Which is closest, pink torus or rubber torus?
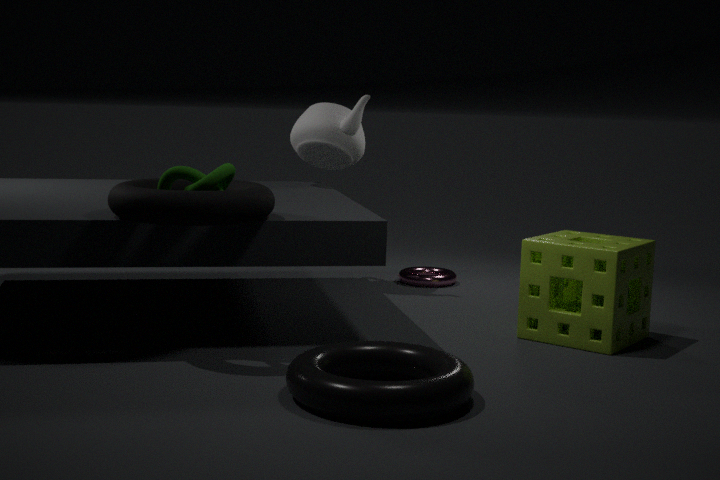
rubber torus
